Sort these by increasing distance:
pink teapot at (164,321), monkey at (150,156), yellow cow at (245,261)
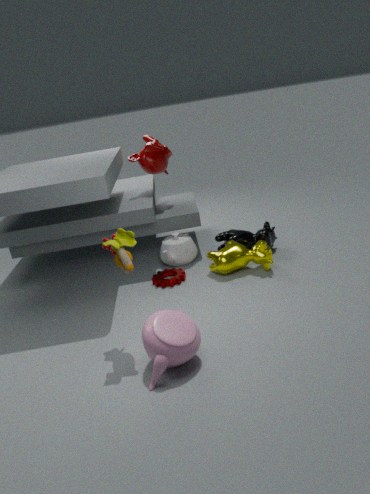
1. pink teapot at (164,321)
2. yellow cow at (245,261)
3. monkey at (150,156)
